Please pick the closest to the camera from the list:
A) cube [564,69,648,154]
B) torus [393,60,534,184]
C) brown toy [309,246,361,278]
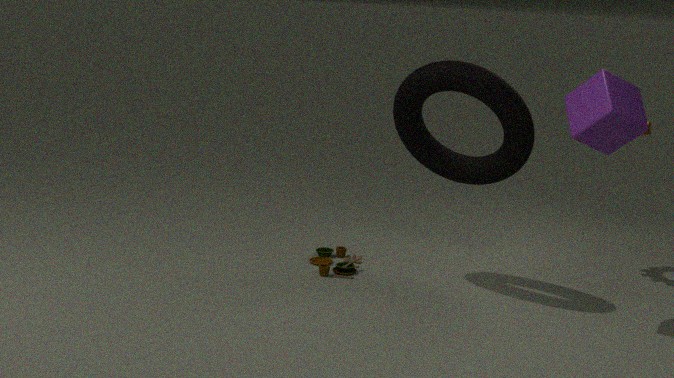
cube [564,69,648,154]
